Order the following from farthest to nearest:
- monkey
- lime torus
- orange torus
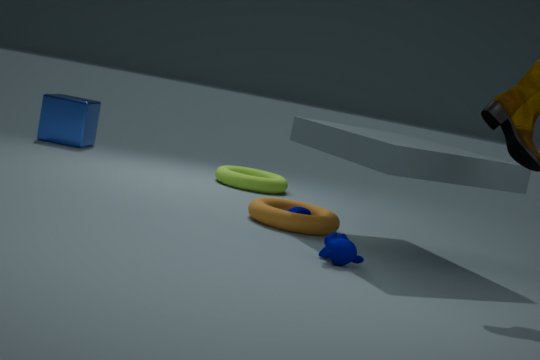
lime torus, orange torus, monkey
